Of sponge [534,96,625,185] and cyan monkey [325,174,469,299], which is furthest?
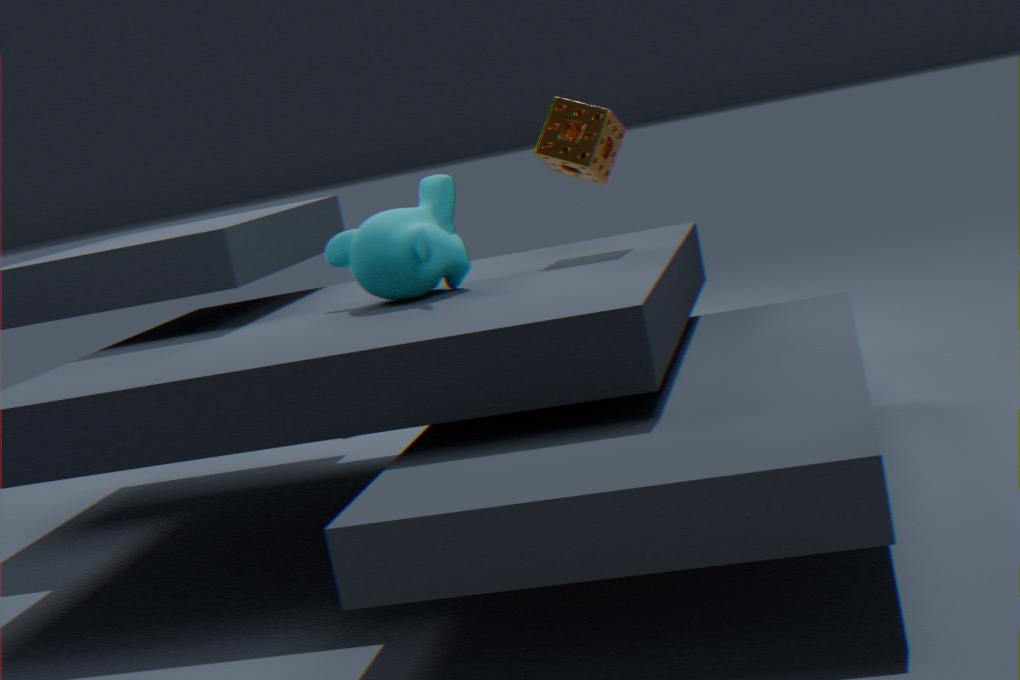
sponge [534,96,625,185]
